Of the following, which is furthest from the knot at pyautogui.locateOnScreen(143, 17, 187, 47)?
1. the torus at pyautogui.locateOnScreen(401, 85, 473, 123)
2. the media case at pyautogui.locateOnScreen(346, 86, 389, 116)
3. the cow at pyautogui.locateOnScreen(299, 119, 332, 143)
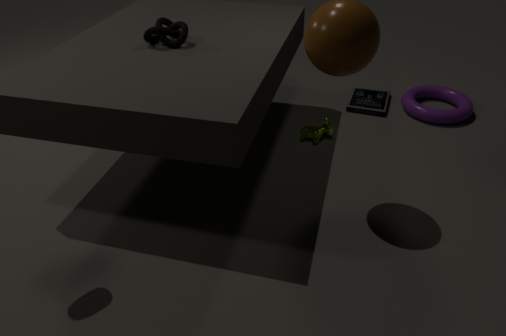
the torus at pyautogui.locateOnScreen(401, 85, 473, 123)
